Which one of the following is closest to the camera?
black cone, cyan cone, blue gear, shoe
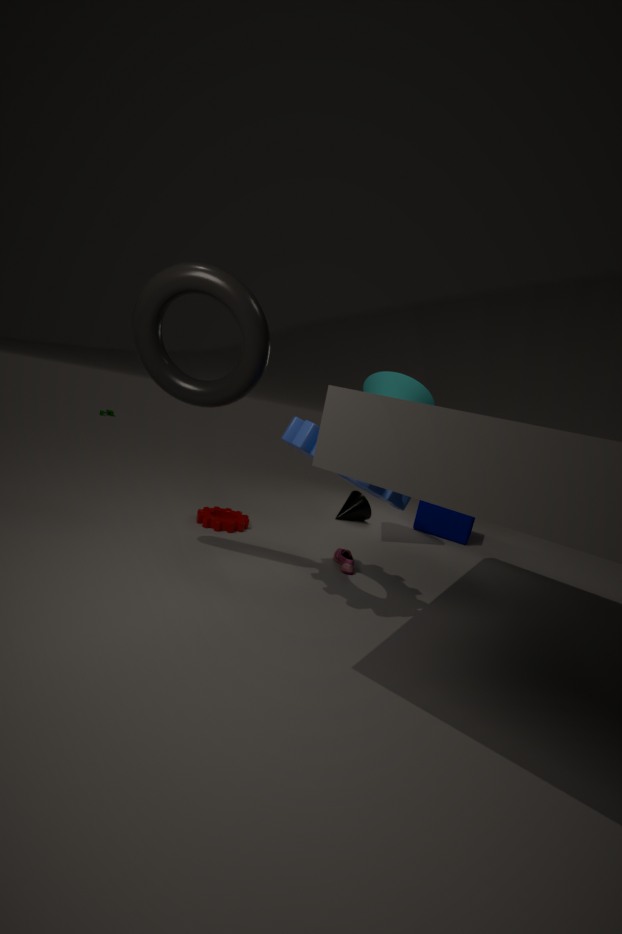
blue gear
